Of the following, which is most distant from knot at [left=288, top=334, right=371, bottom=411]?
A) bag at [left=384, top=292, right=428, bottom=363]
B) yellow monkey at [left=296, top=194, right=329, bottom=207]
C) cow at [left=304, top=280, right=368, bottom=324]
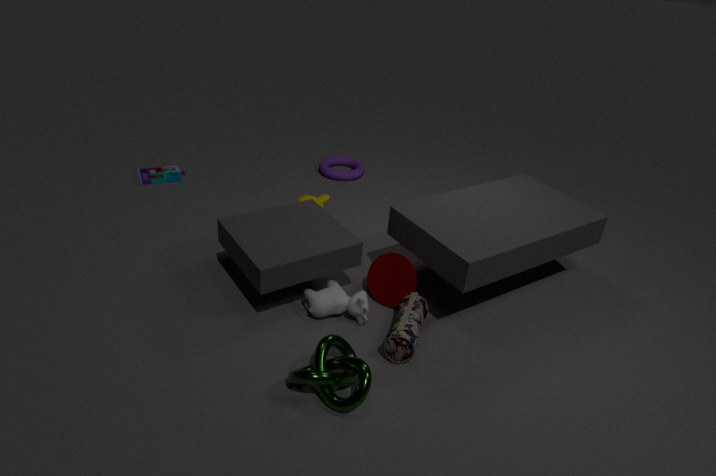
yellow monkey at [left=296, top=194, right=329, bottom=207]
